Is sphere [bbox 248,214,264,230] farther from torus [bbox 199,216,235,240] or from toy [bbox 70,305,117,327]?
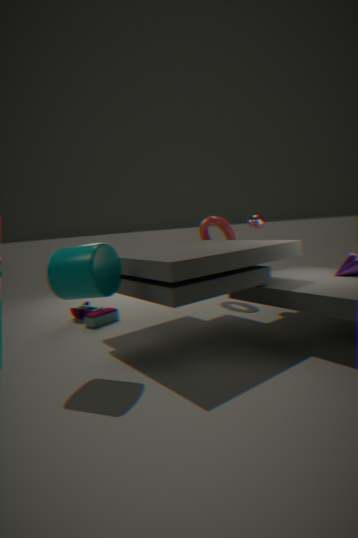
toy [bbox 70,305,117,327]
